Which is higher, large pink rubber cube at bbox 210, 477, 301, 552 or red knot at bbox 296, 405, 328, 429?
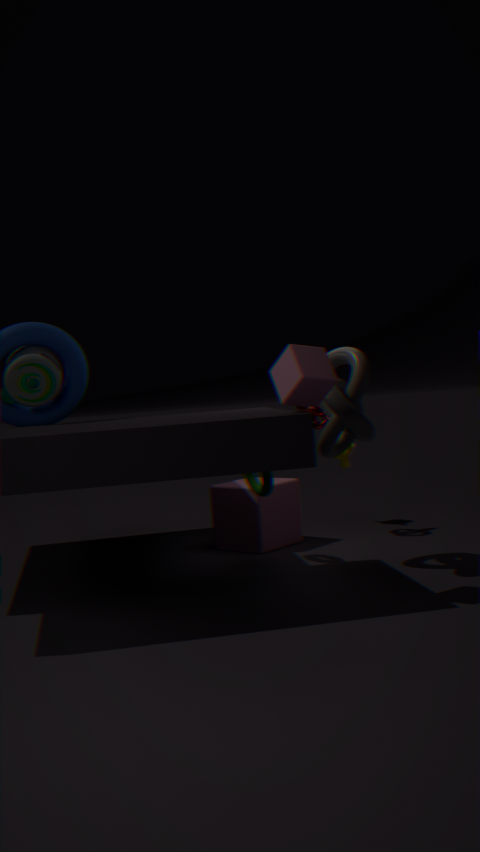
red knot at bbox 296, 405, 328, 429
